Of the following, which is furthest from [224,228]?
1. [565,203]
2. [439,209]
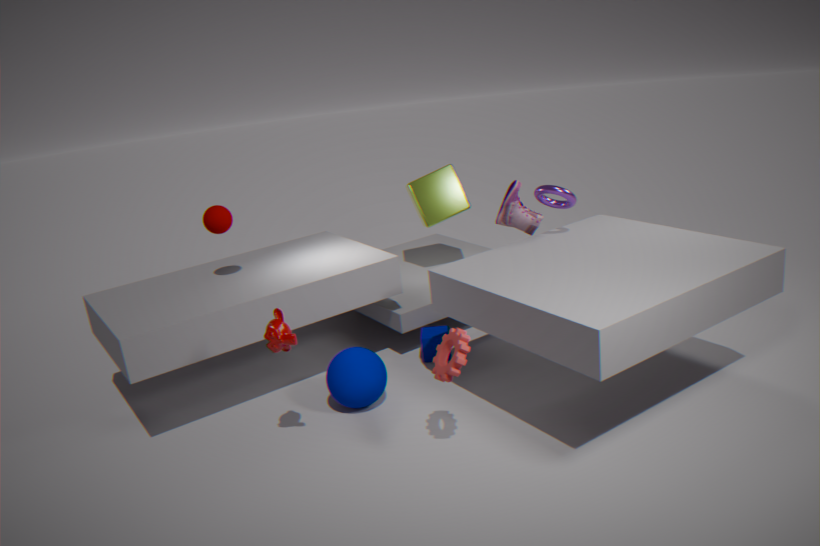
[565,203]
